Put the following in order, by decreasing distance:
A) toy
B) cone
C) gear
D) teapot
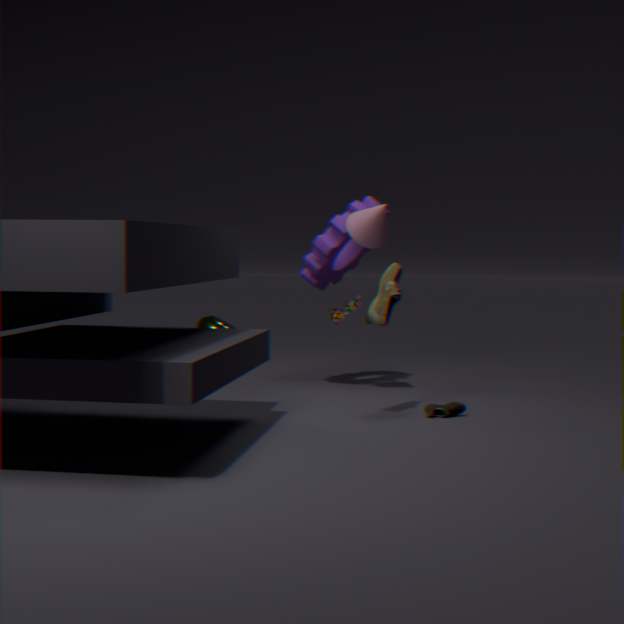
teapot
toy
gear
cone
